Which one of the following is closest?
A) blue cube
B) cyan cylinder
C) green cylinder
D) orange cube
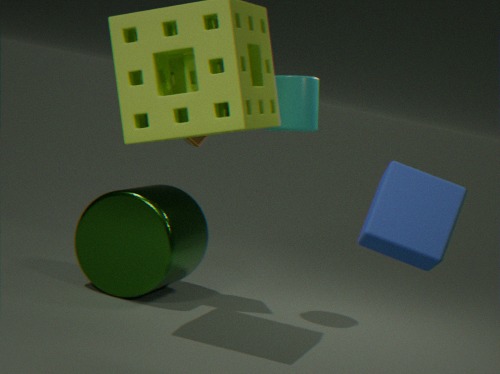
blue cube
